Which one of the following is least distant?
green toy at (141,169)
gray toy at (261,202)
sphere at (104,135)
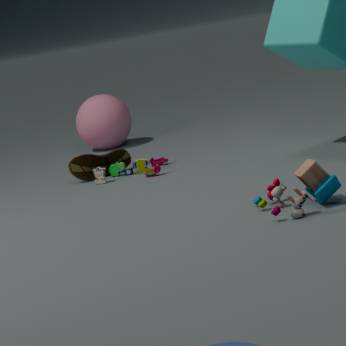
gray toy at (261,202)
